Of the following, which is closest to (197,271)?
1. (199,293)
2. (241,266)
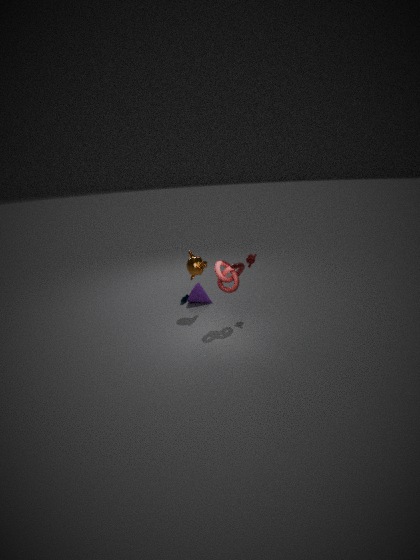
(241,266)
